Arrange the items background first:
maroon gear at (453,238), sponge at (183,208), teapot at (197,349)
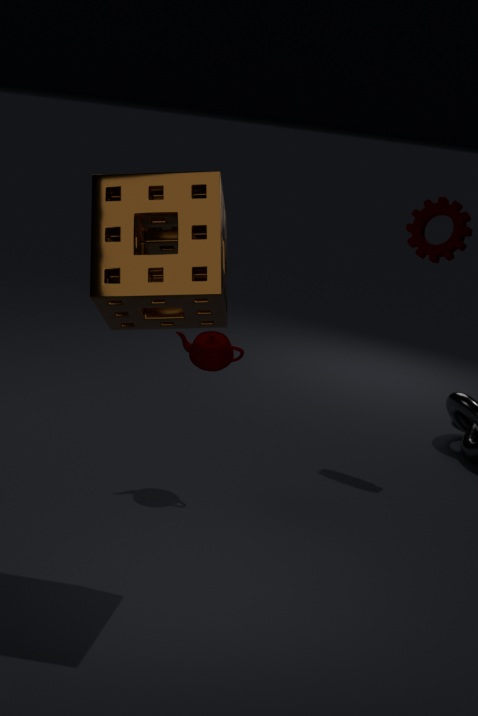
maroon gear at (453,238) < teapot at (197,349) < sponge at (183,208)
